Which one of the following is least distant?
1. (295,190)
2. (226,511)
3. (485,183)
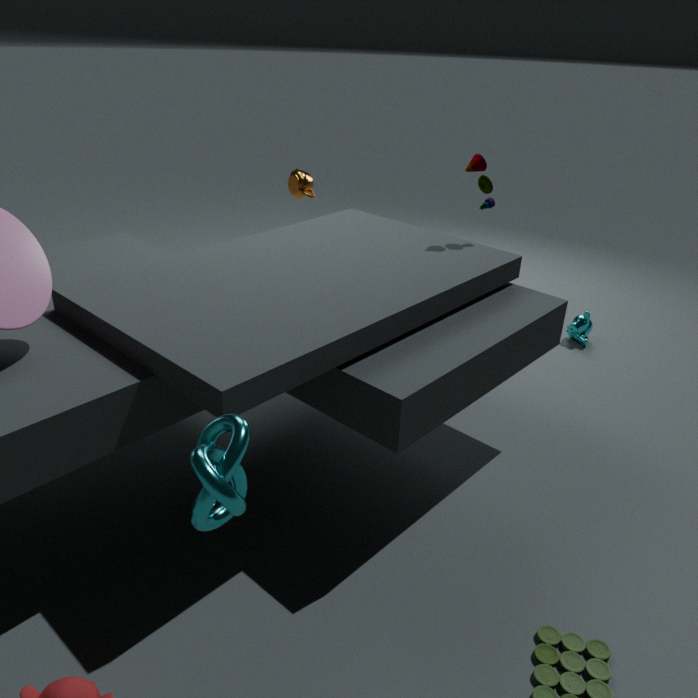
(226,511)
